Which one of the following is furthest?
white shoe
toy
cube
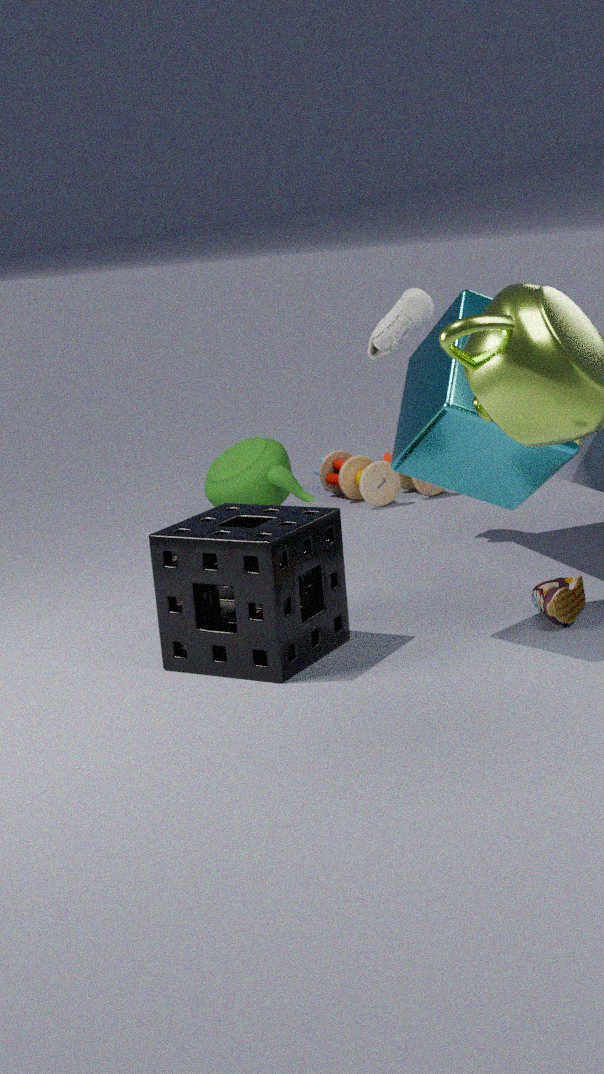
toy
